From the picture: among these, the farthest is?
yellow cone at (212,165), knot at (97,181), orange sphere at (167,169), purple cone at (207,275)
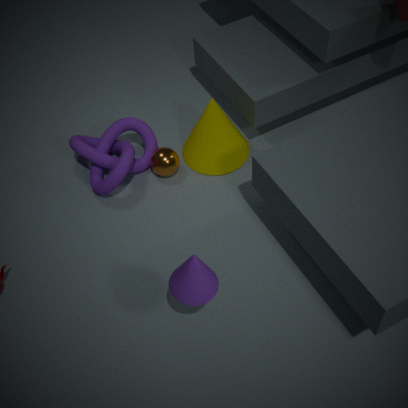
orange sphere at (167,169)
